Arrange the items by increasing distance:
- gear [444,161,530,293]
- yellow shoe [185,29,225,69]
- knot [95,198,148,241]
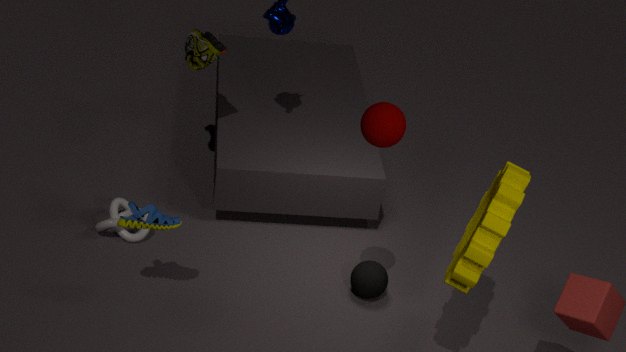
gear [444,161,530,293] < knot [95,198,148,241] < yellow shoe [185,29,225,69]
